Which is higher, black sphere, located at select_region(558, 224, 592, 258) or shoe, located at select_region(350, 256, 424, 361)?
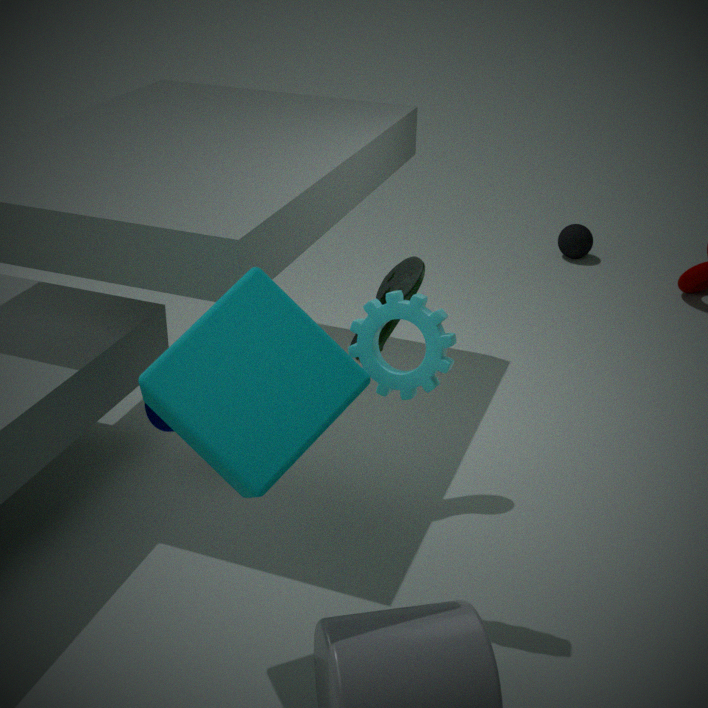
shoe, located at select_region(350, 256, 424, 361)
